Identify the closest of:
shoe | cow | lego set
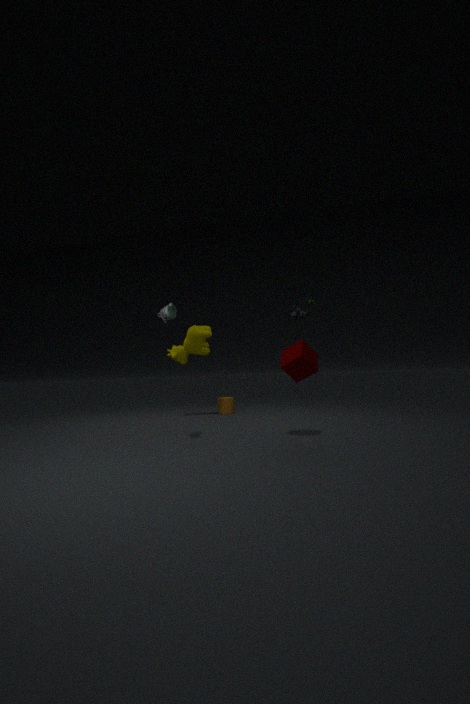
shoe
